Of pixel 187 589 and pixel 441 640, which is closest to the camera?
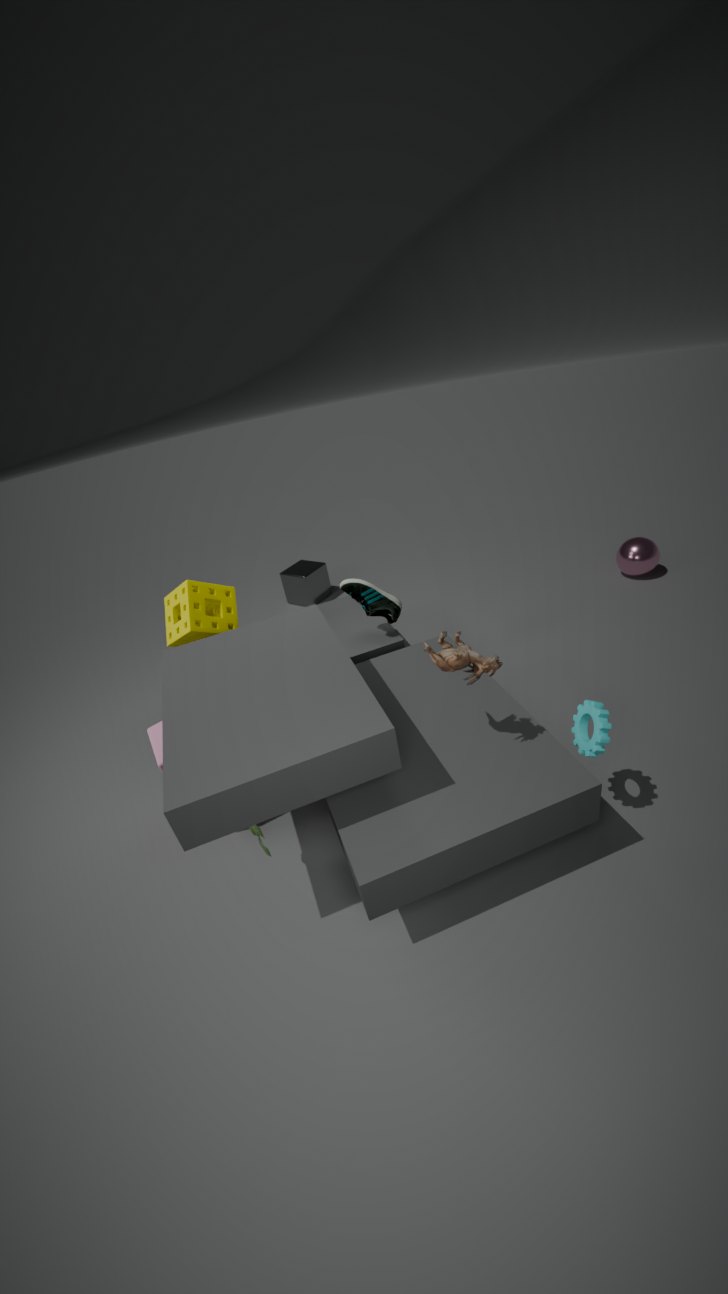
pixel 441 640
